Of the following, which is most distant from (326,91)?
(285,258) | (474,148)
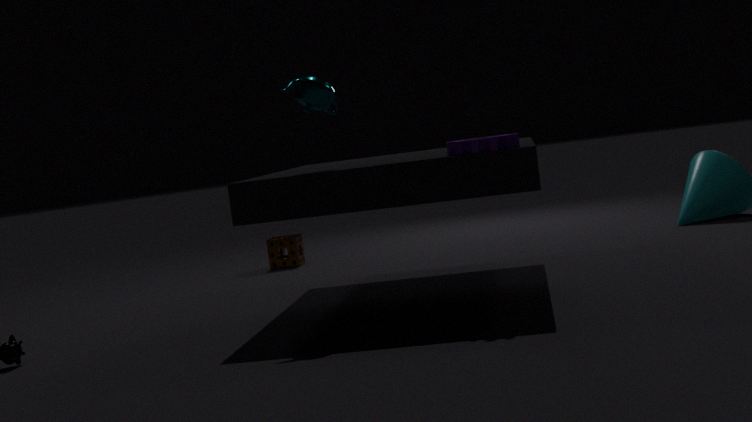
(285,258)
